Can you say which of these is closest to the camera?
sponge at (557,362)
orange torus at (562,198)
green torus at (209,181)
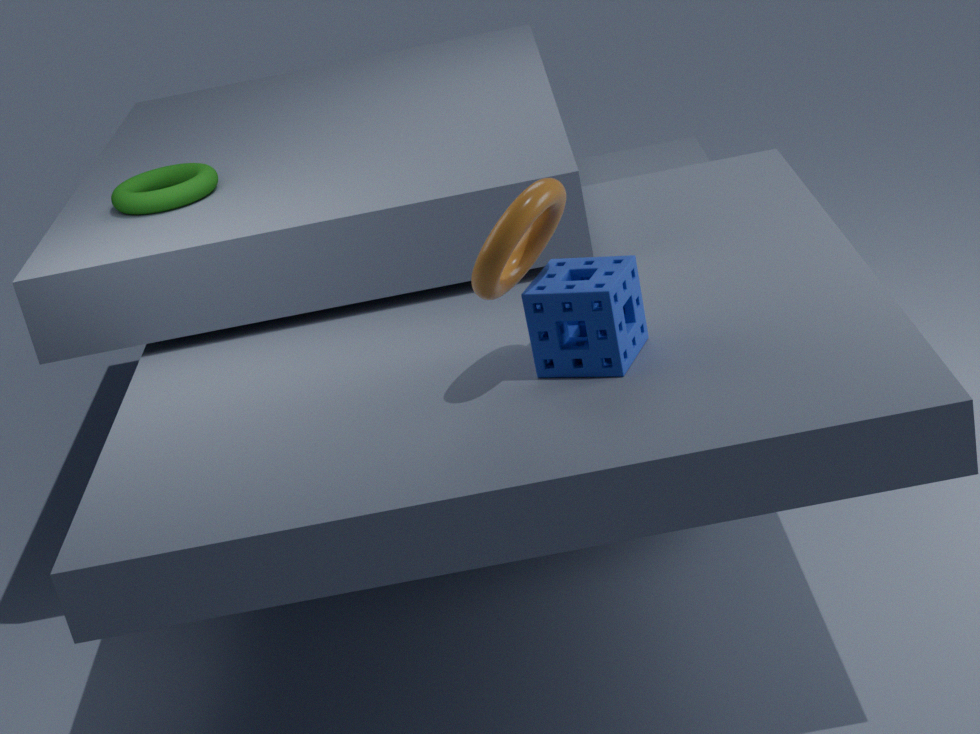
orange torus at (562,198)
